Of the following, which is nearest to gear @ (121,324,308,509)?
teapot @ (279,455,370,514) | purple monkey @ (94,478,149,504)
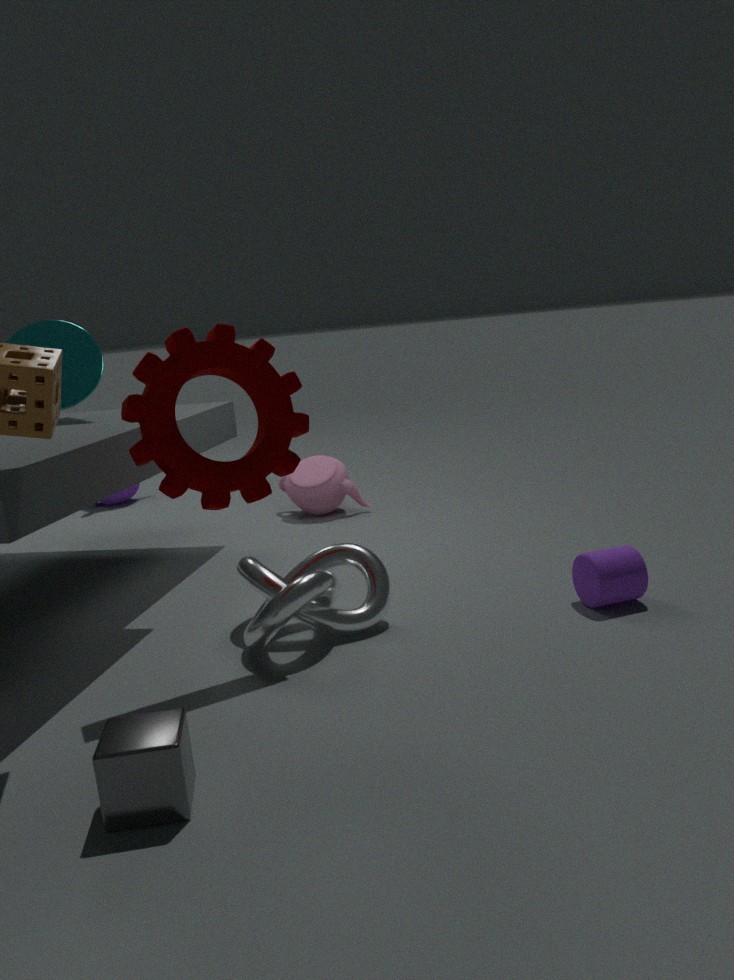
teapot @ (279,455,370,514)
